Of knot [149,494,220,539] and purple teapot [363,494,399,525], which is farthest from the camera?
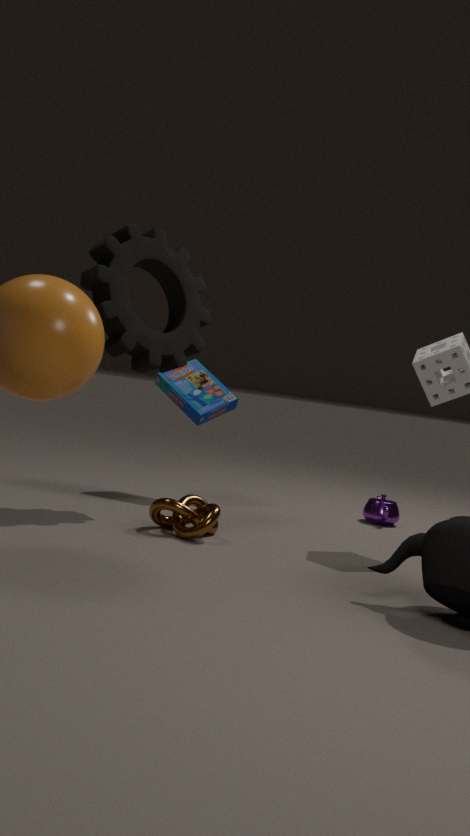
purple teapot [363,494,399,525]
